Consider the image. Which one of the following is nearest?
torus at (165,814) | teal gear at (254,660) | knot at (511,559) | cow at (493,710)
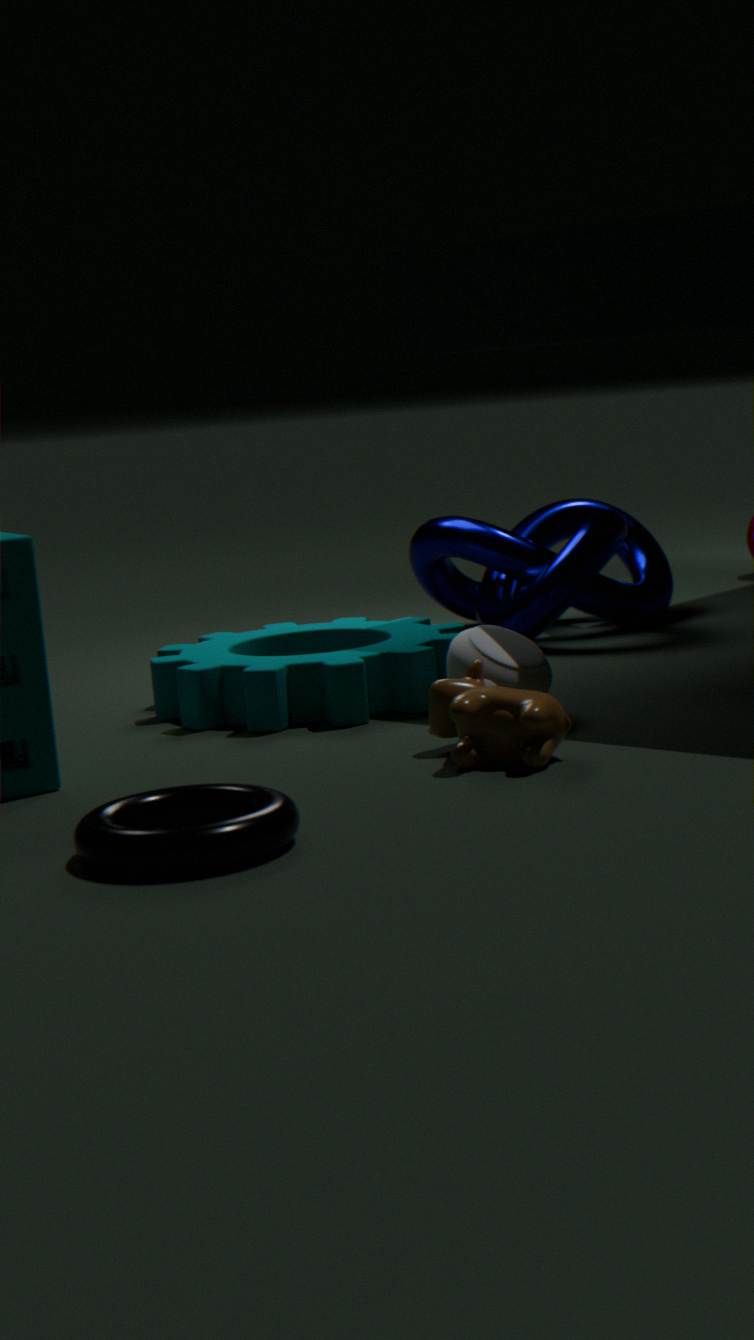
torus at (165,814)
